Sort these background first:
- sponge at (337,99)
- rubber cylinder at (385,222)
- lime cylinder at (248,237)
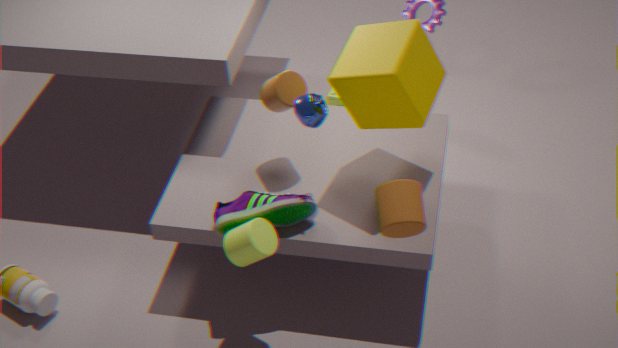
sponge at (337,99) < lime cylinder at (248,237) < rubber cylinder at (385,222)
